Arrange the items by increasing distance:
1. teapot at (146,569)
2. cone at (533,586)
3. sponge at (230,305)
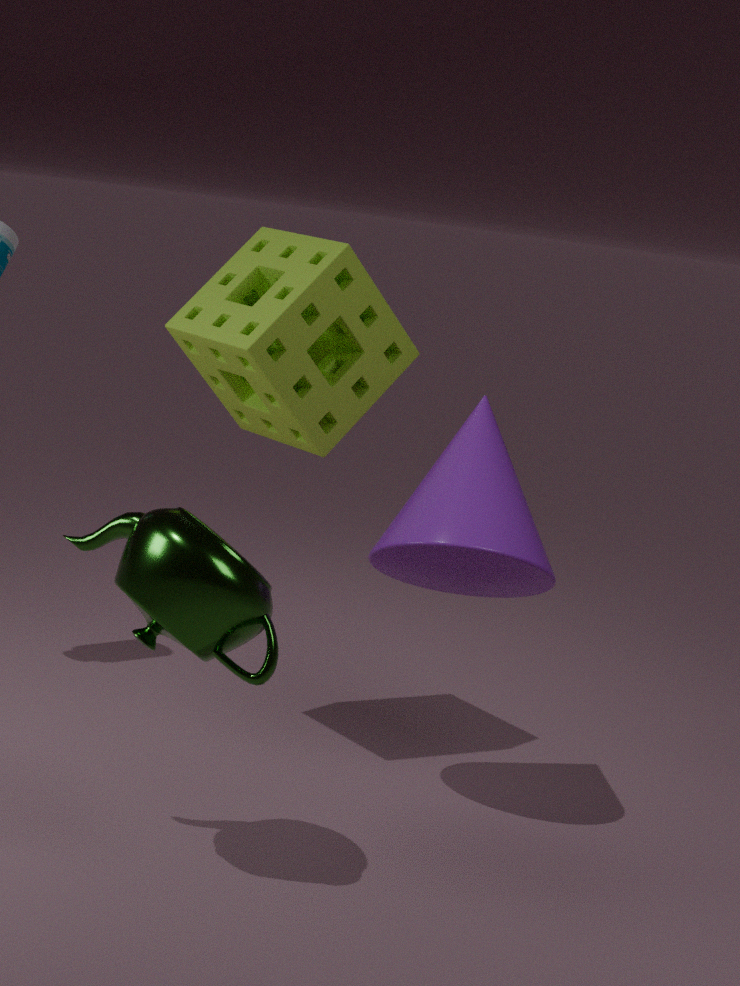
1. teapot at (146,569)
2. cone at (533,586)
3. sponge at (230,305)
